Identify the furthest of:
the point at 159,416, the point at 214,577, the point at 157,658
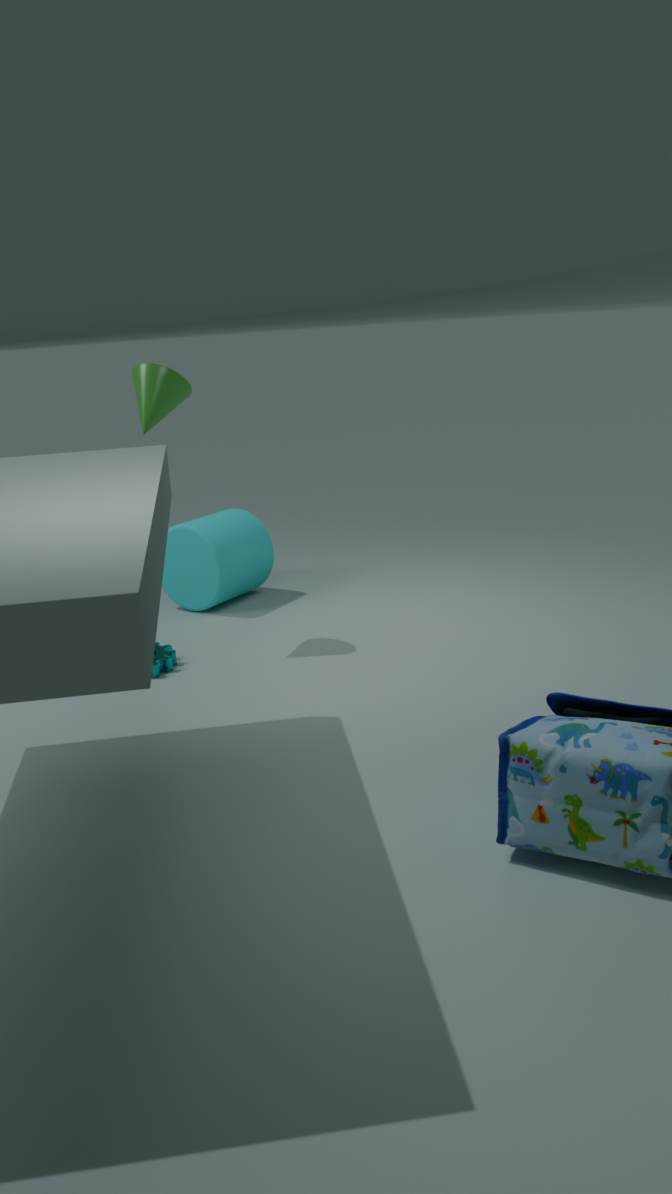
the point at 214,577
